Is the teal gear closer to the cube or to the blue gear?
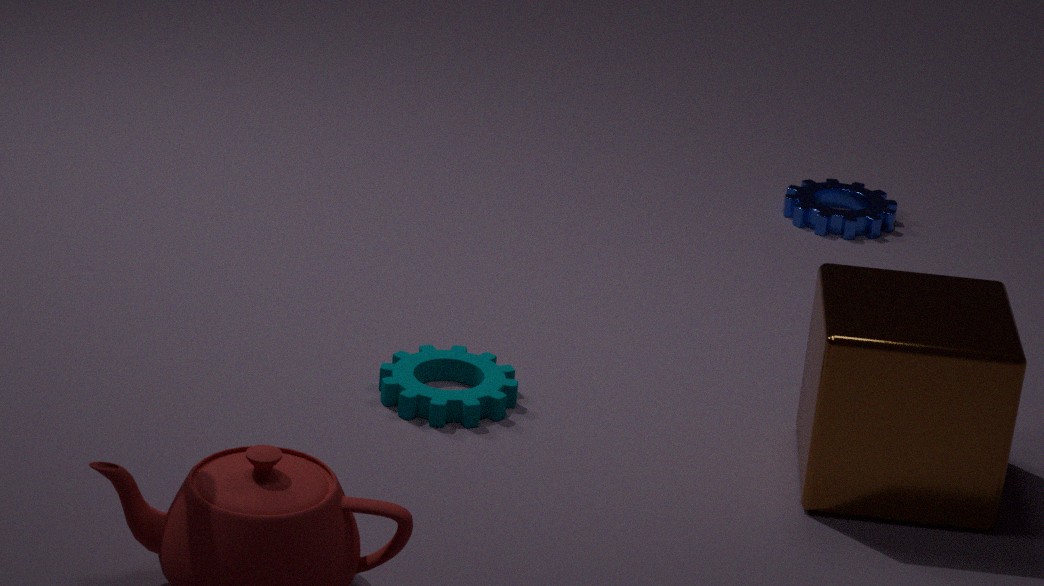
the cube
